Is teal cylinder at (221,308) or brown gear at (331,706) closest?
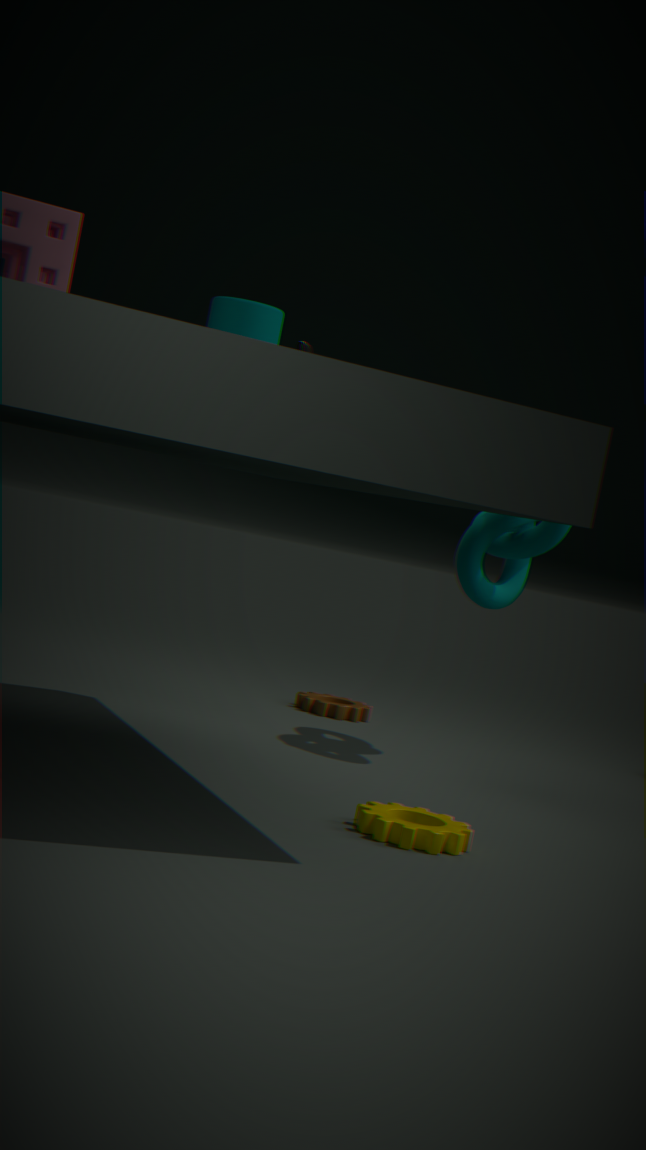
teal cylinder at (221,308)
